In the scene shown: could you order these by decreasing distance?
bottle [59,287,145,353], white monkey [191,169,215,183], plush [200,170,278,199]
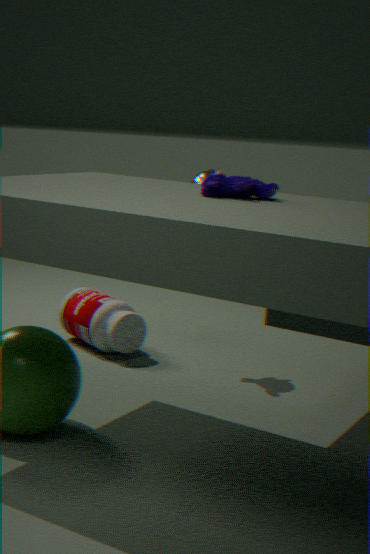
1. bottle [59,287,145,353]
2. white monkey [191,169,215,183]
3. plush [200,170,278,199]
